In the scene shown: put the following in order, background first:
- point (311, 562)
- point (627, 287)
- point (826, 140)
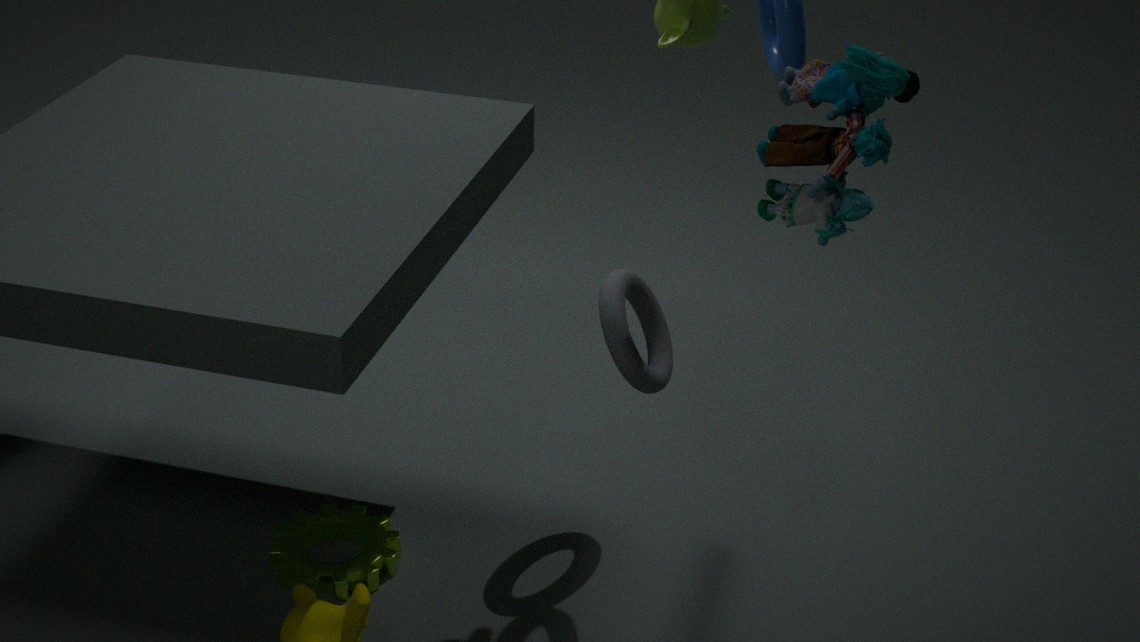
point (627, 287) < point (311, 562) < point (826, 140)
